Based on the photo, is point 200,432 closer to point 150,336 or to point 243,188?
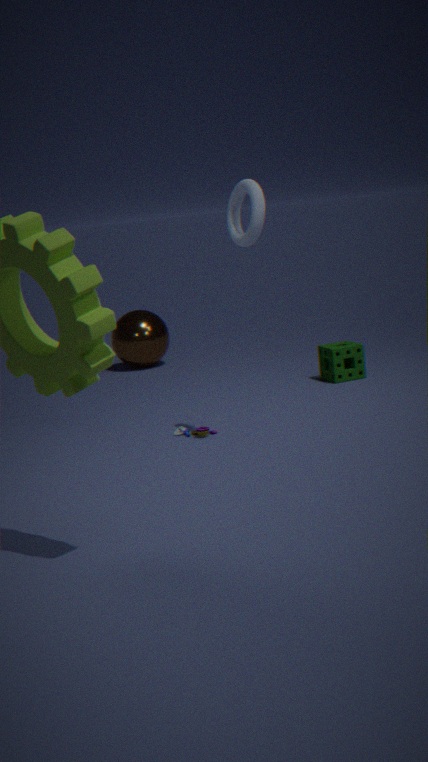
point 243,188
